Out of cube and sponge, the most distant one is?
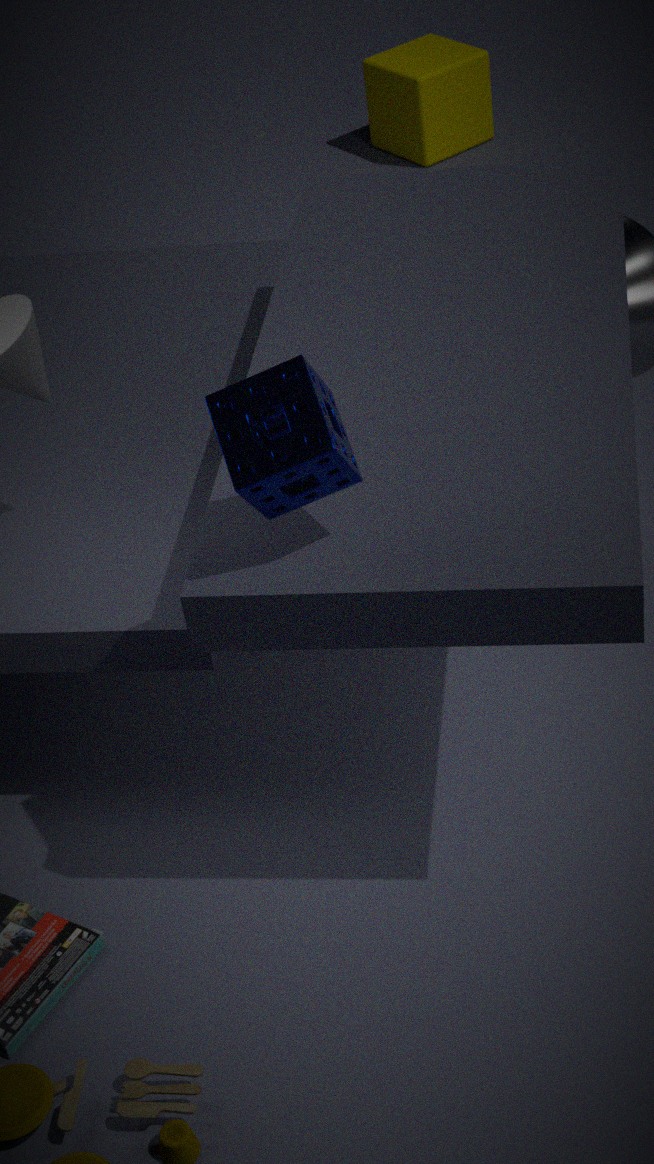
cube
